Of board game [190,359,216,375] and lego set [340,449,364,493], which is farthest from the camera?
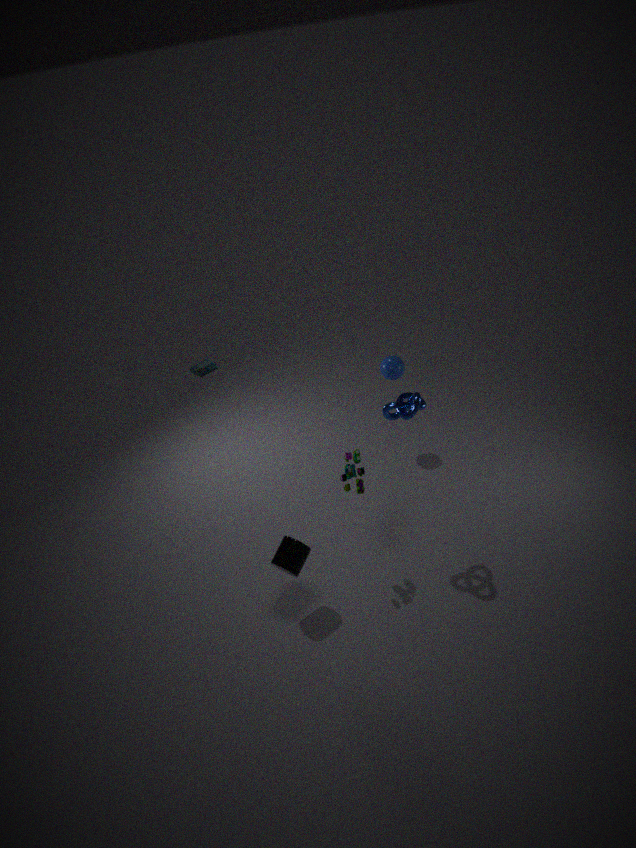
board game [190,359,216,375]
